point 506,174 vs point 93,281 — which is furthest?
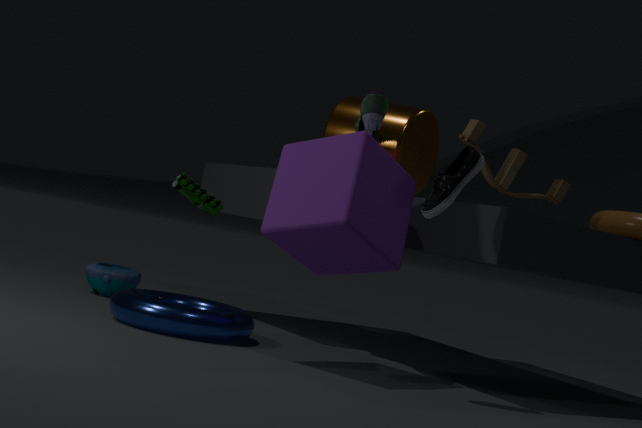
point 93,281
